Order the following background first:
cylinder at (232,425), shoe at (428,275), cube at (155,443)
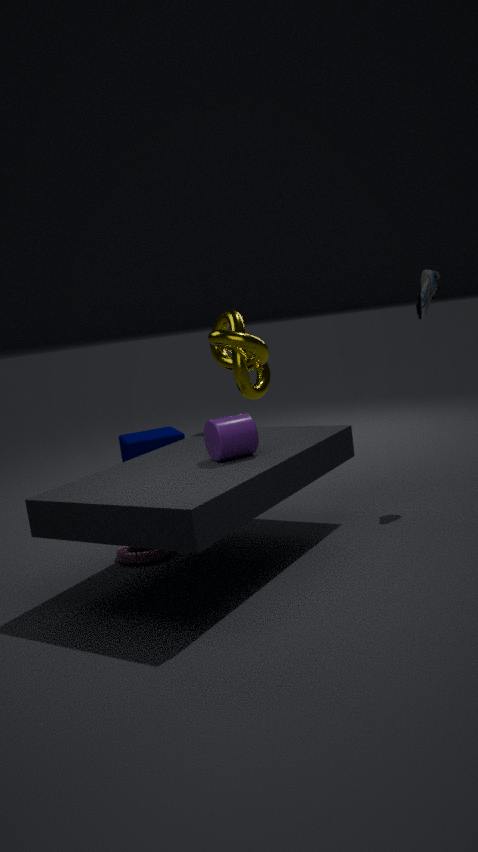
cube at (155,443)
shoe at (428,275)
cylinder at (232,425)
